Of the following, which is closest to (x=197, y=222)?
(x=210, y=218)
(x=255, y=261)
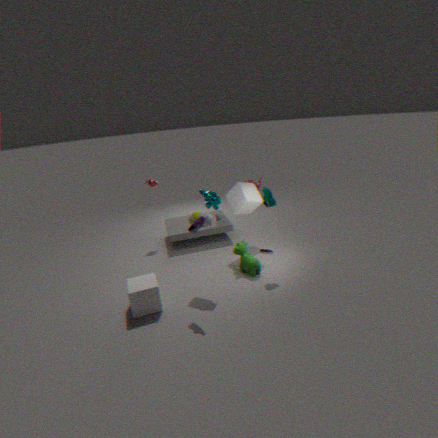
(x=210, y=218)
